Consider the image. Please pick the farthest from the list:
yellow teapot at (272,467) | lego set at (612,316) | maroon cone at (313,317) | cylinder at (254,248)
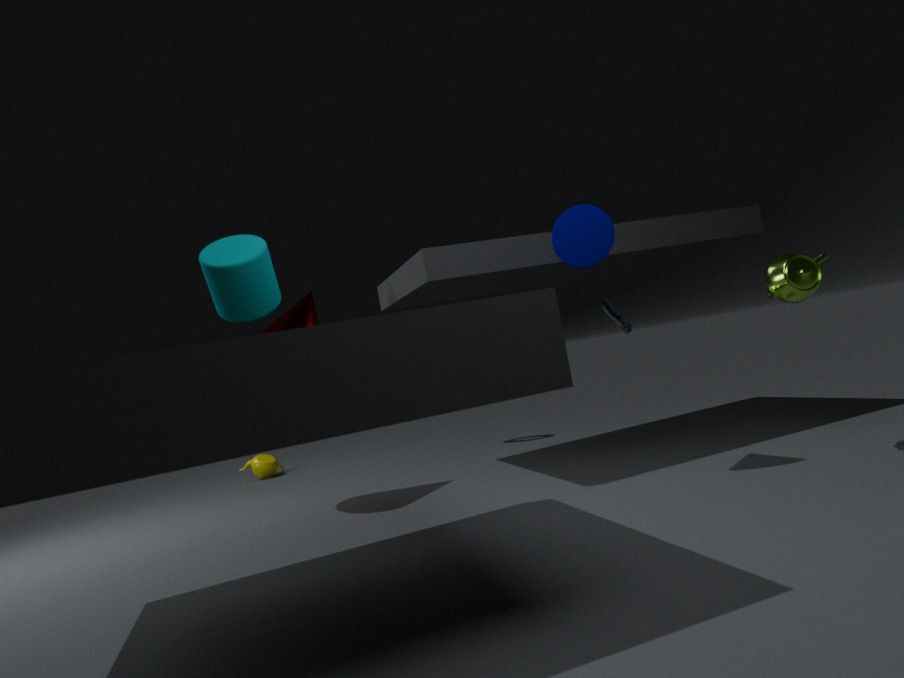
yellow teapot at (272,467)
